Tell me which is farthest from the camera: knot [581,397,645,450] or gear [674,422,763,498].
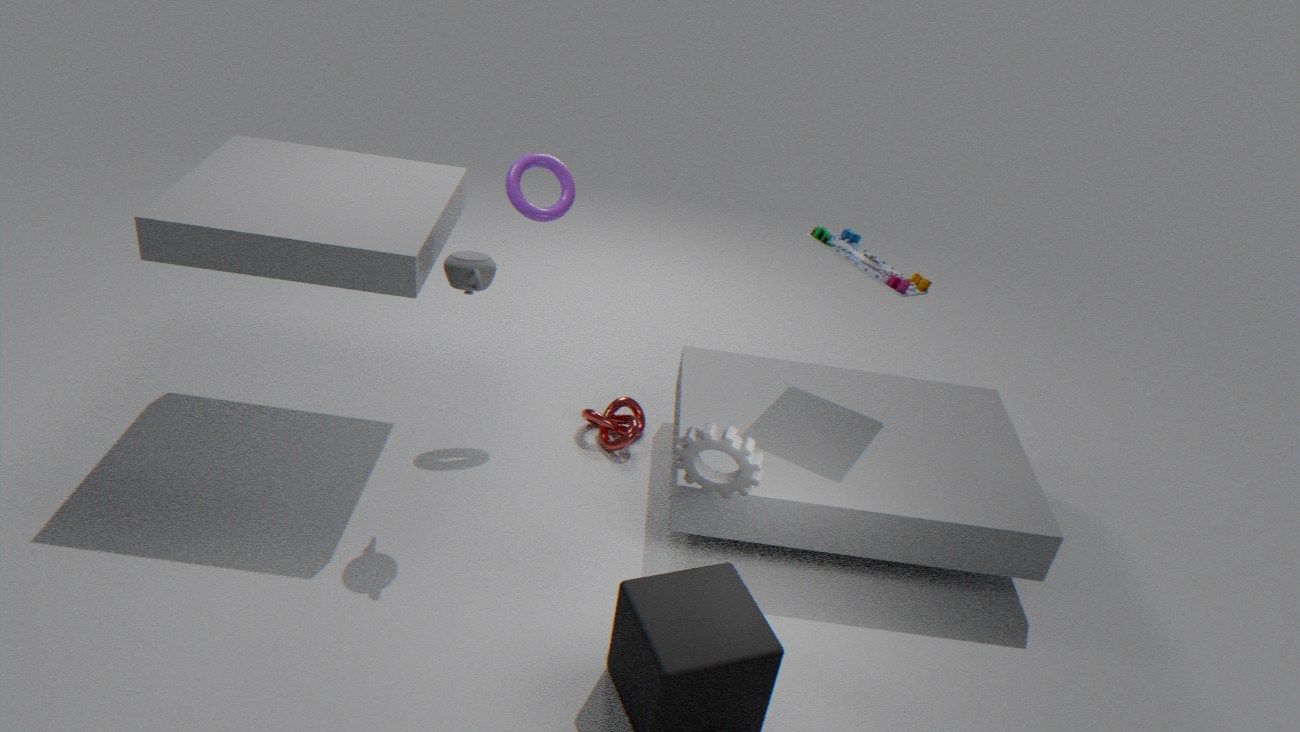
knot [581,397,645,450]
